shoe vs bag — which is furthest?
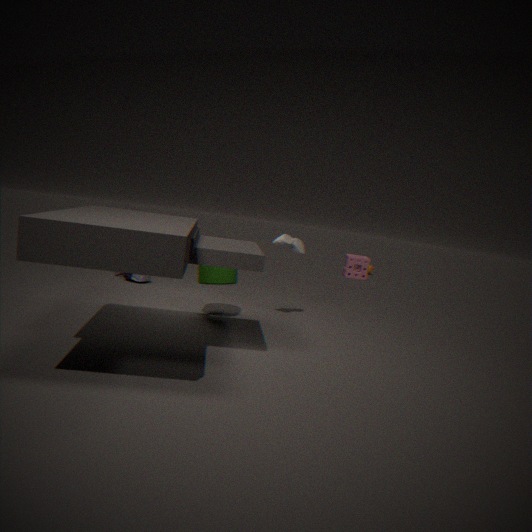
bag
